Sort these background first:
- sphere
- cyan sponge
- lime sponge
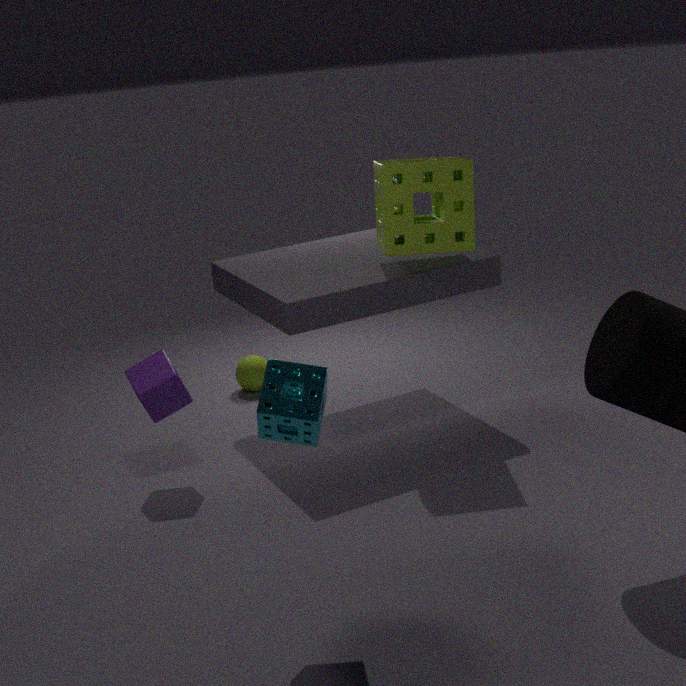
sphere → lime sponge → cyan sponge
